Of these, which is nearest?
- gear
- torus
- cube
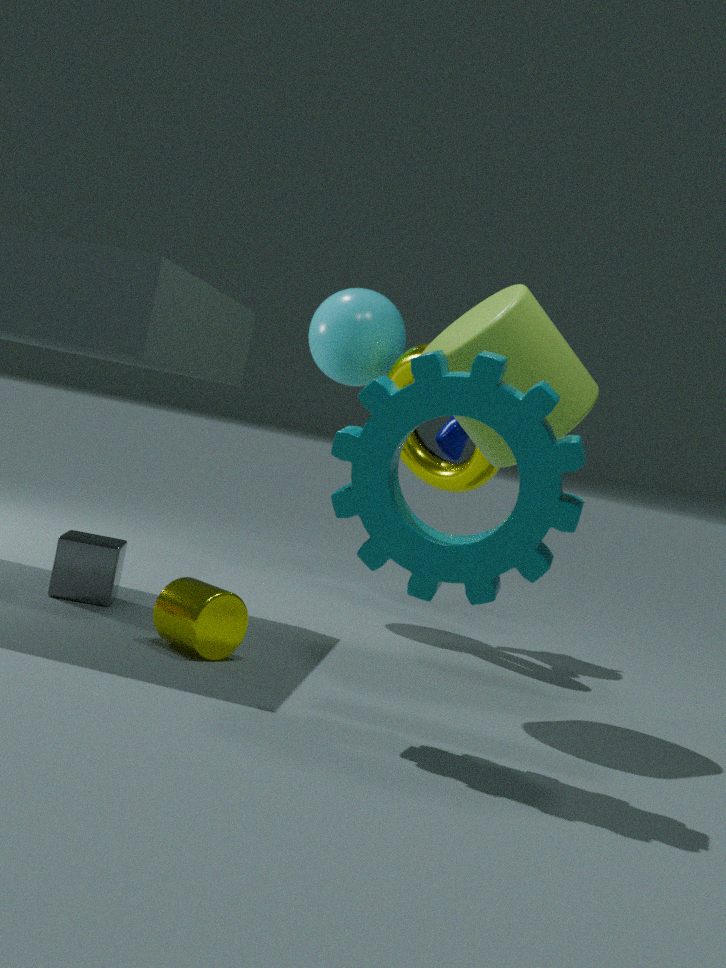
gear
